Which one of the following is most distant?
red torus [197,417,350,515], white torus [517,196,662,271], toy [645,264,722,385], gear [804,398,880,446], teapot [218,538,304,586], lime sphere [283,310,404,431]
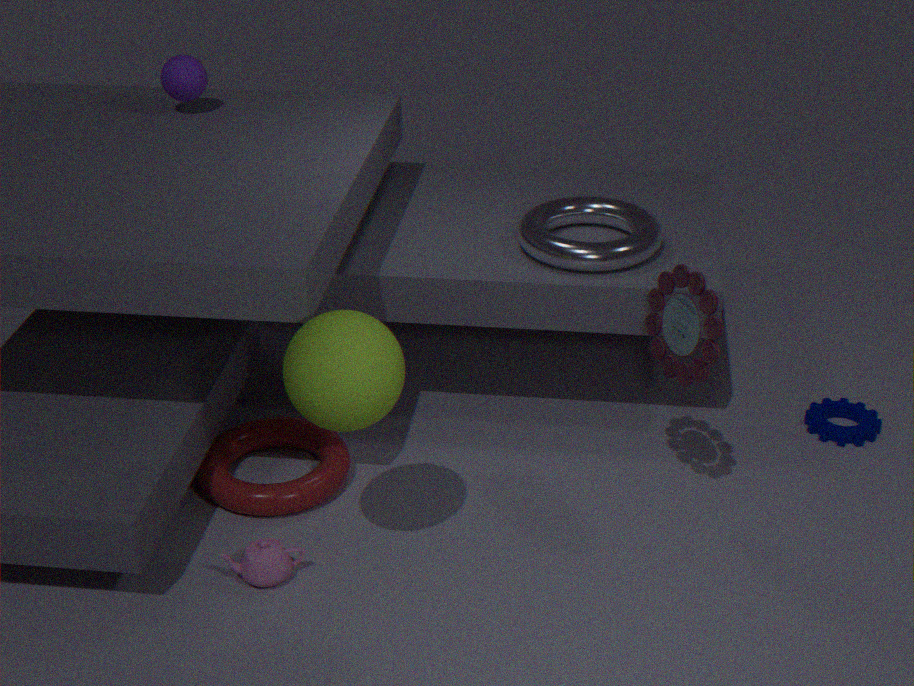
gear [804,398,880,446]
